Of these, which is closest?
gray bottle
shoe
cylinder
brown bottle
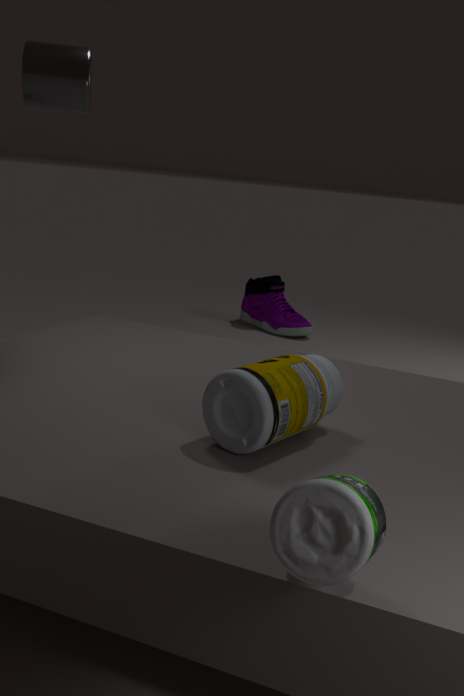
gray bottle
